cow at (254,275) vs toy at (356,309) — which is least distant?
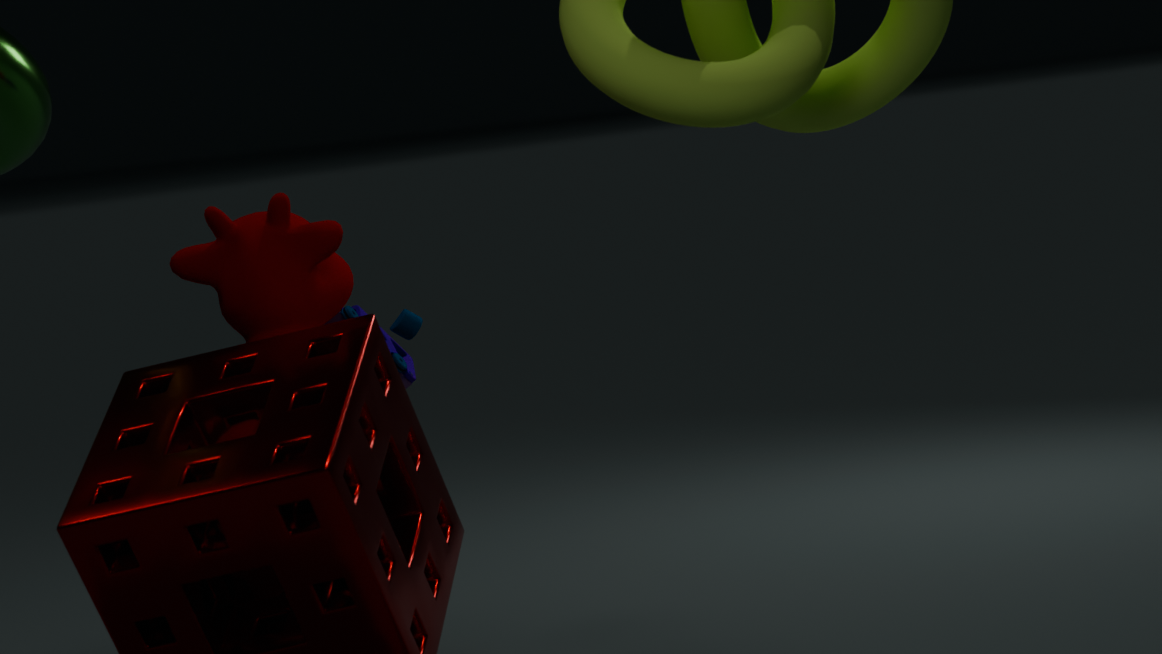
cow at (254,275)
